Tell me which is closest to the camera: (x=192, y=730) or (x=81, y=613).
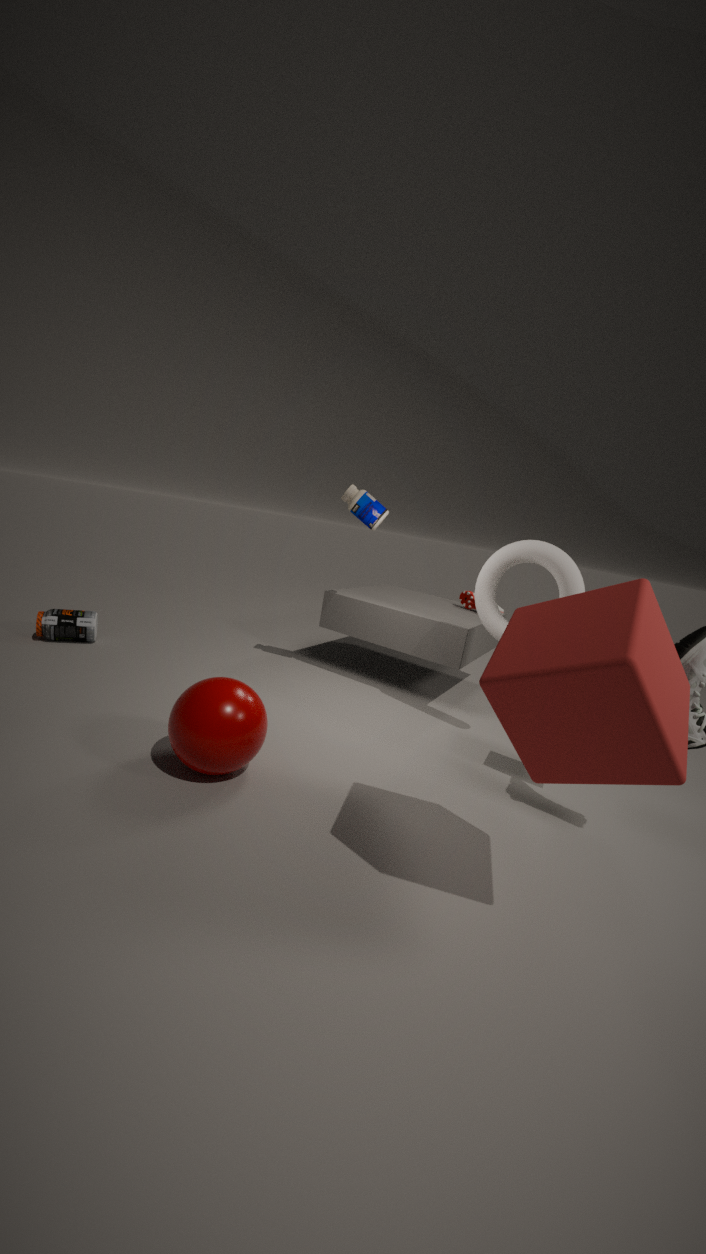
(x=192, y=730)
